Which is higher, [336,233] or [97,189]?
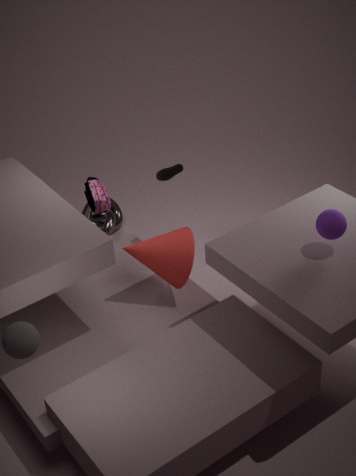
[336,233]
